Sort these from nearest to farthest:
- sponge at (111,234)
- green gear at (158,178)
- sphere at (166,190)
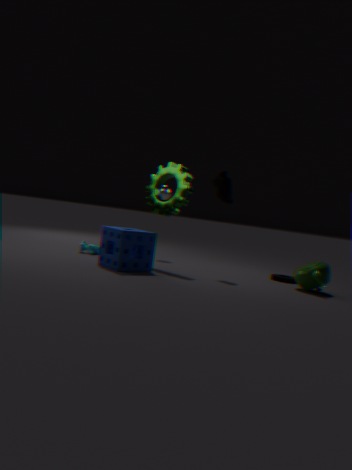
sponge at (111,234) < green gear at (158,178) < sphere at (166,190)
